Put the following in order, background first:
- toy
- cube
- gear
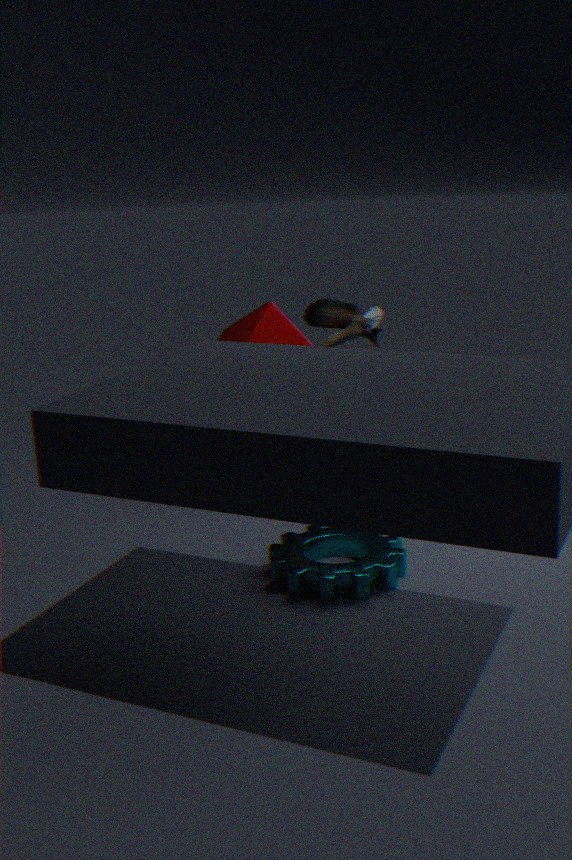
cube < toy < gear
